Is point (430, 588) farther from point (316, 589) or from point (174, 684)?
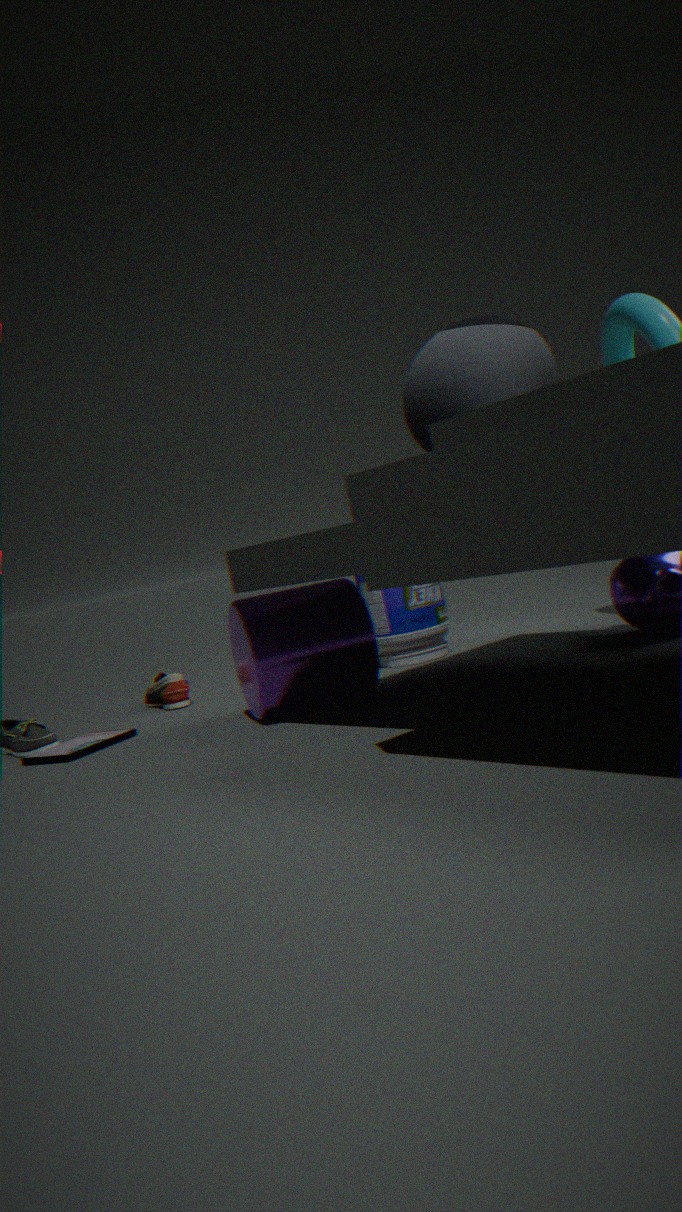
point (174, 684)
